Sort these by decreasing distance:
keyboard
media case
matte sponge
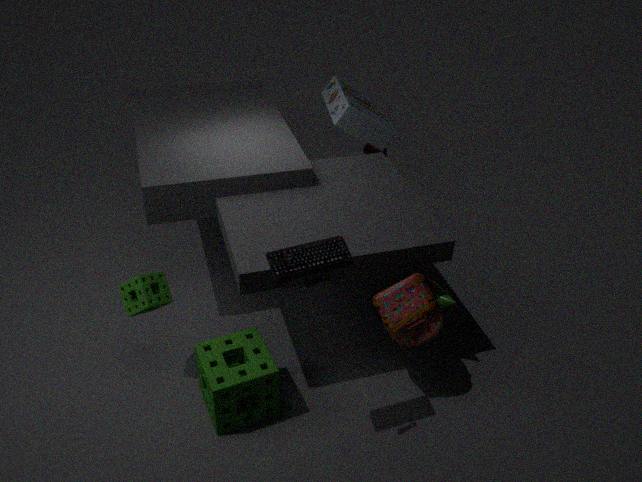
media case, matte sponge, keyboard
